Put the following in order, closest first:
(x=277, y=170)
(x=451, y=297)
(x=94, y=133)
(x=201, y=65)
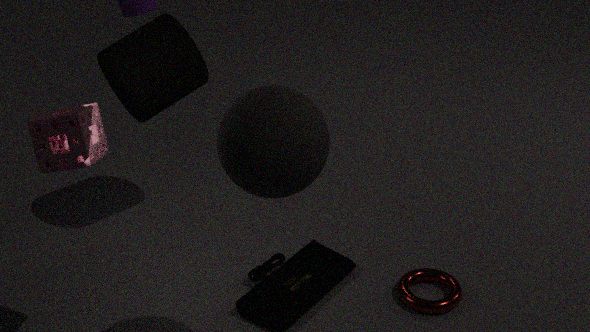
(x=277, y=170) < (x=94, y=133) < (x=451, y=297) < (x=201, y=65)
